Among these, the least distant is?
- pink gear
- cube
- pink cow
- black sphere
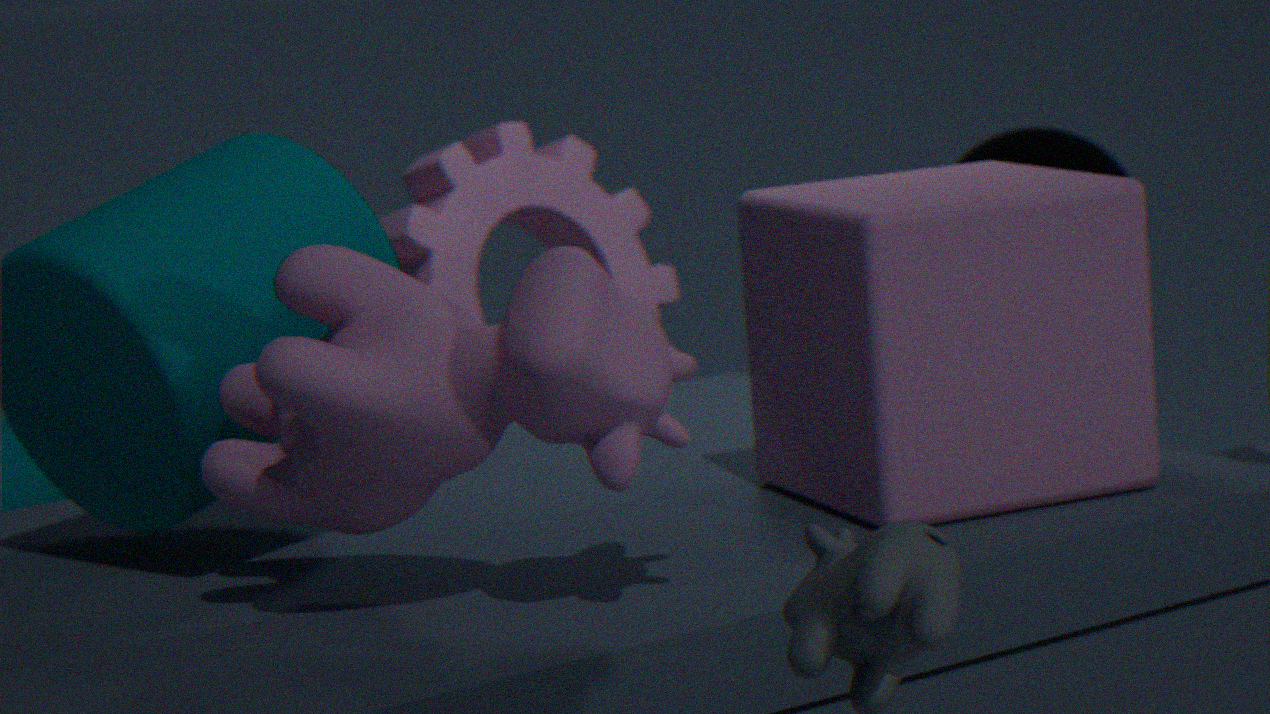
pink cow
